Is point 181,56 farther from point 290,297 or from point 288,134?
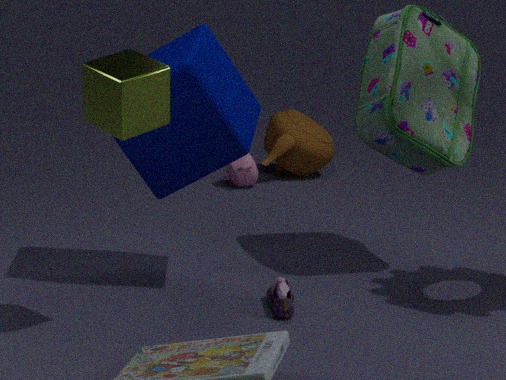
point 288,134
